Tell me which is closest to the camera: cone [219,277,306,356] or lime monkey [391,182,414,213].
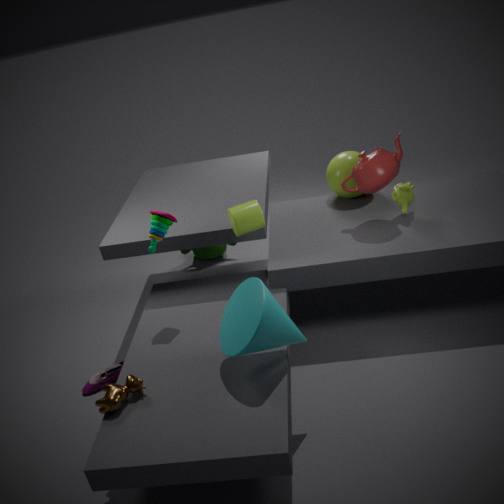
cone [219,277,306,356]
